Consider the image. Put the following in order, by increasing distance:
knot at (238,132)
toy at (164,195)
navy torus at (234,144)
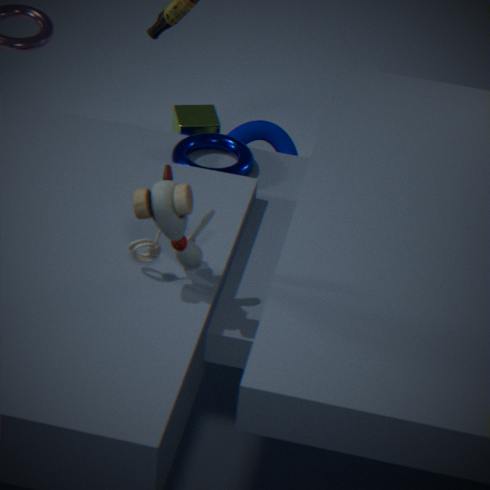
toy at (164,195), navy torus at (234,144), knot at (238,132)
